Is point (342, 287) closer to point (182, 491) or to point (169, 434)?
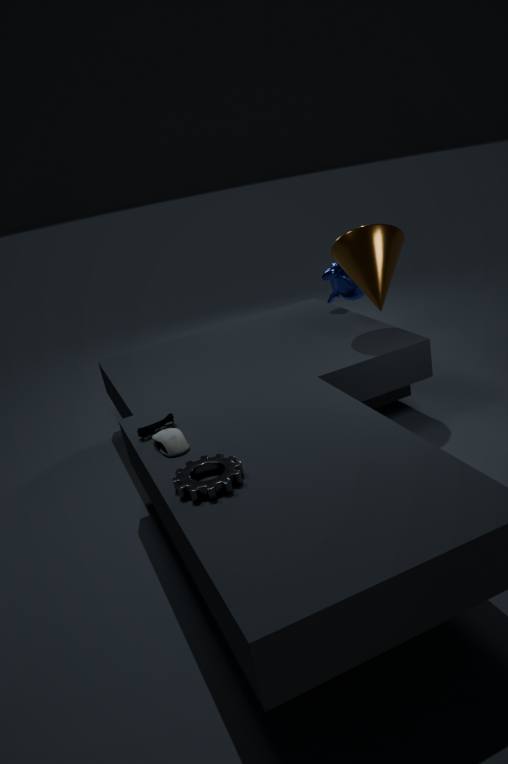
point (169, 434)
